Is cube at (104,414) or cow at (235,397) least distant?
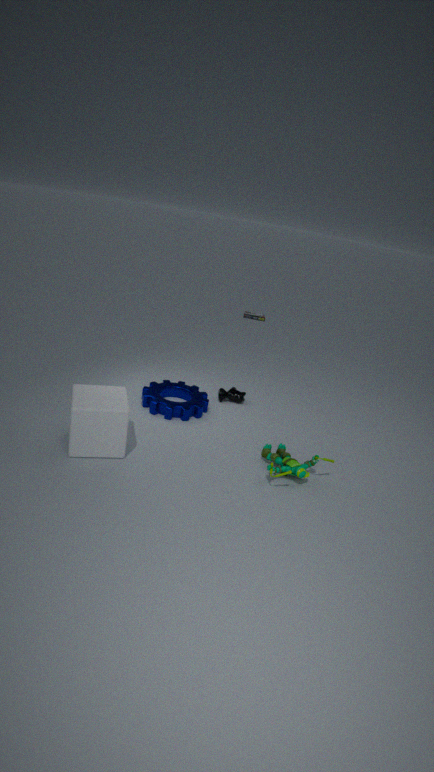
cube at (104,414)
